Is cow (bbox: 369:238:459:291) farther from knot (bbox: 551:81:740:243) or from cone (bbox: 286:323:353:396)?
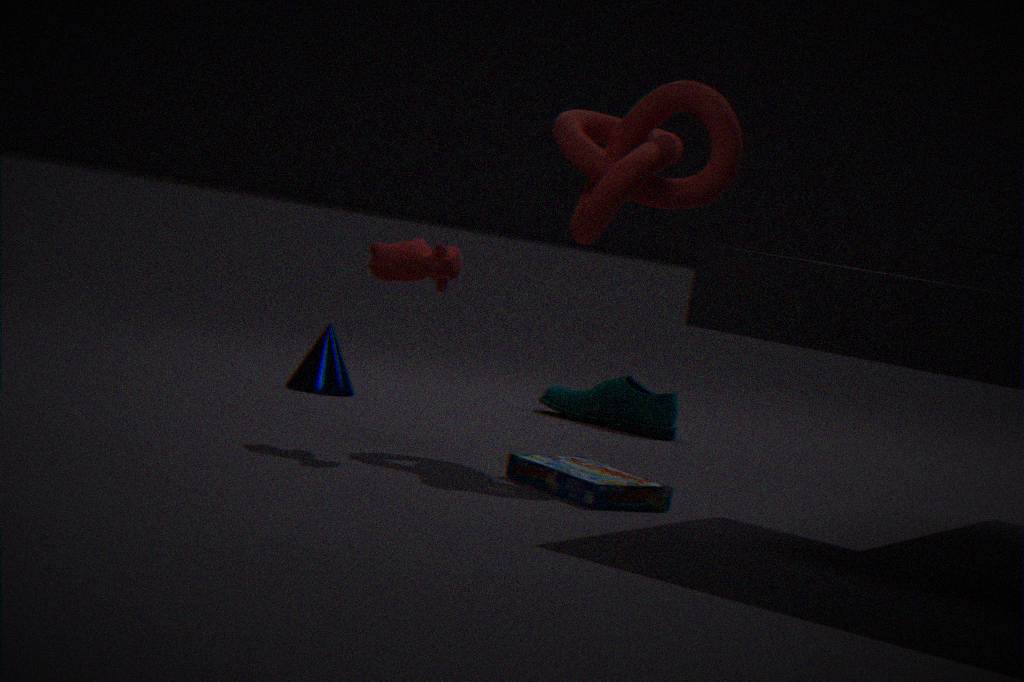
cone (bbox: 286:323:353:396)
